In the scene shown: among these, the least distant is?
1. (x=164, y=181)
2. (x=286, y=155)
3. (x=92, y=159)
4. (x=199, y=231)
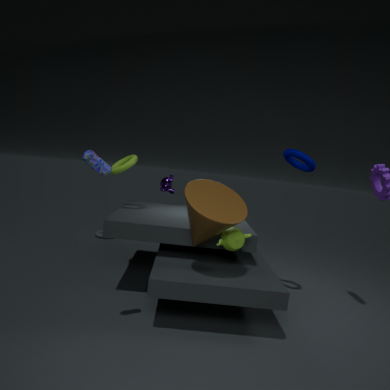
(x=92, y=159)
